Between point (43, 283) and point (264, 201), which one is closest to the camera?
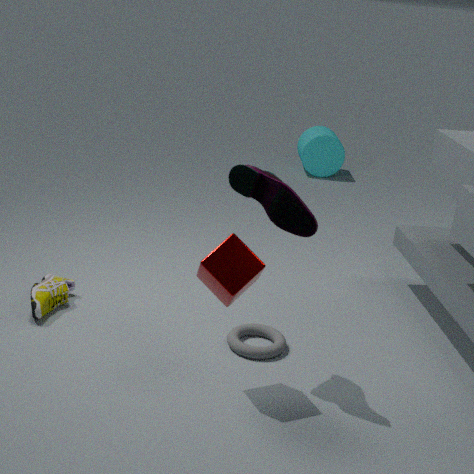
point (264, 201)
